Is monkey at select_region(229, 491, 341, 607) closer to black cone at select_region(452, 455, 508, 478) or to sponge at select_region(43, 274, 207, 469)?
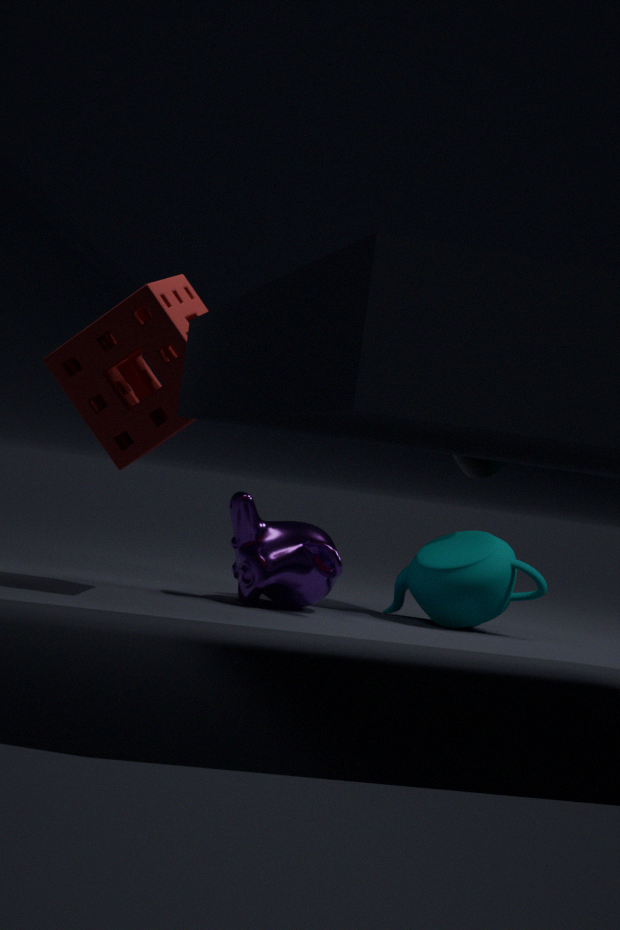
sponge at select_region(43, 274, 207, 469)
